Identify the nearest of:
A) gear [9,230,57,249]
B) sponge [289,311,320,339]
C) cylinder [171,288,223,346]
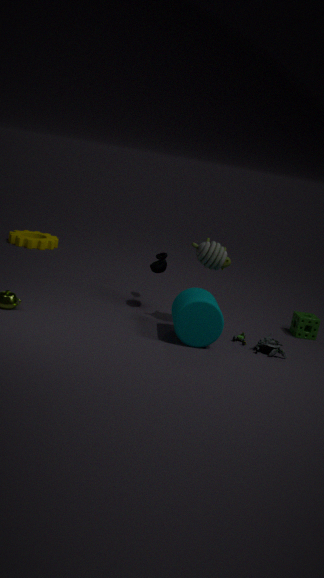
cylinder [171,288,223,346]
